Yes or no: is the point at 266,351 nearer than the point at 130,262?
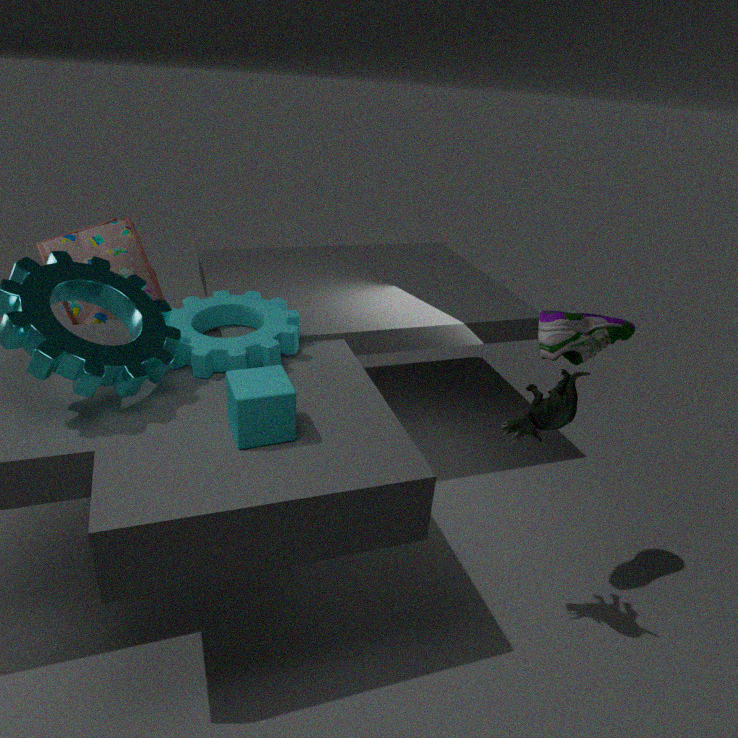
Yes
